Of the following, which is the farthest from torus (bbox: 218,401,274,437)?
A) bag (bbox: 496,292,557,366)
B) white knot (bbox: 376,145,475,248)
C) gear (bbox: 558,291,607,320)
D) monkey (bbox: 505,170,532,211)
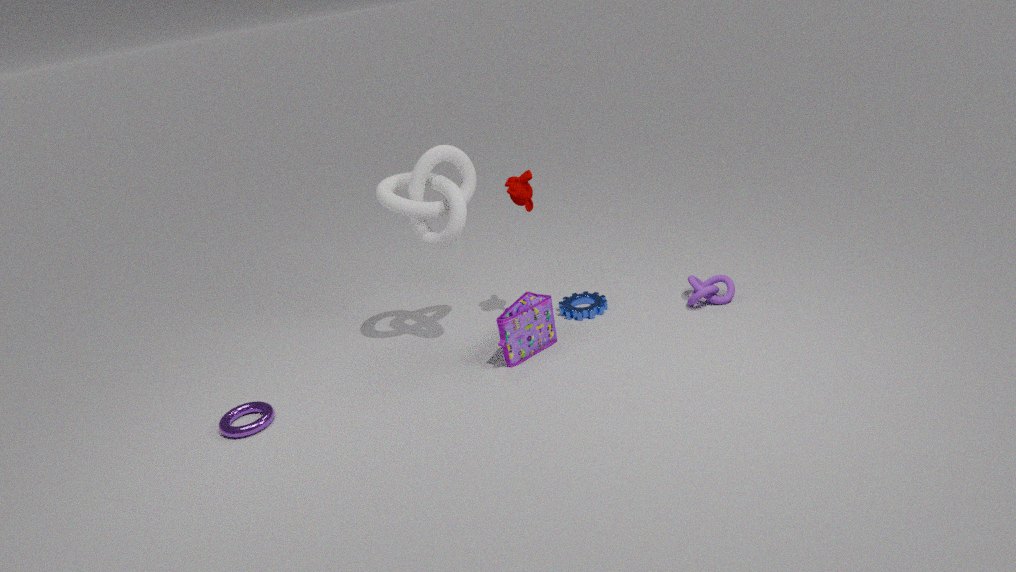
monkey (bbox: 505,170,532,211)
